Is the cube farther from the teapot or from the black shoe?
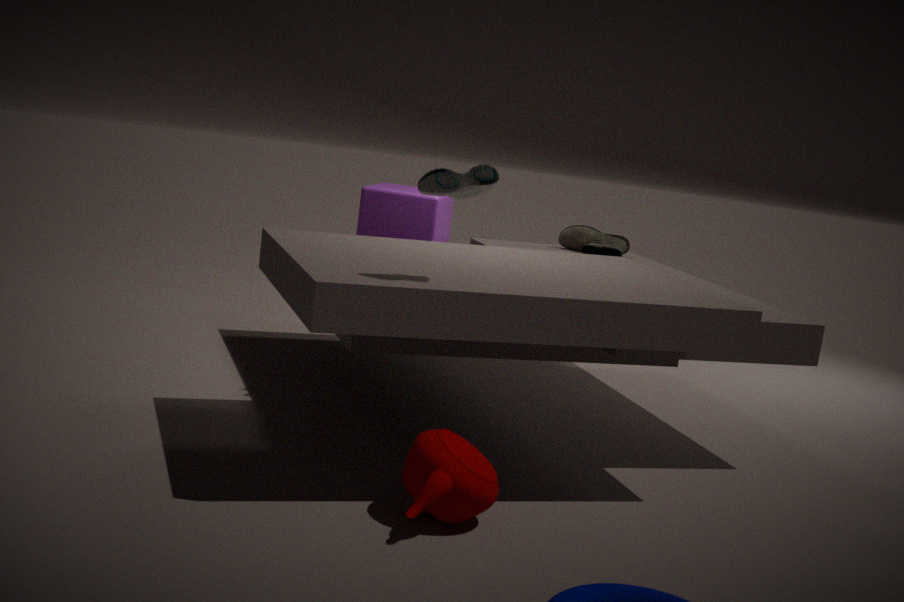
the teapot
